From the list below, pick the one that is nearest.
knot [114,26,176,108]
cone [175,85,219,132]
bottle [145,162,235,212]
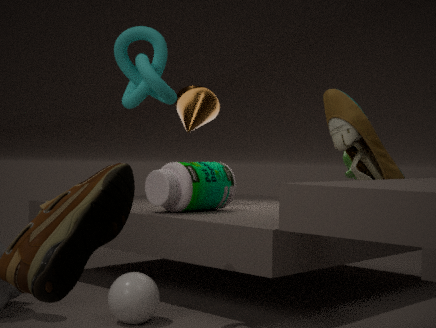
knot [114,26,176,108]
